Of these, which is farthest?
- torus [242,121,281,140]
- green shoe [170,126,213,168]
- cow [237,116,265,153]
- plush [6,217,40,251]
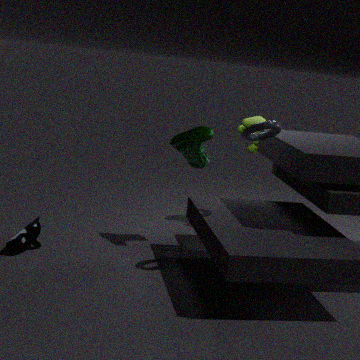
cow [237,116,265,153]
